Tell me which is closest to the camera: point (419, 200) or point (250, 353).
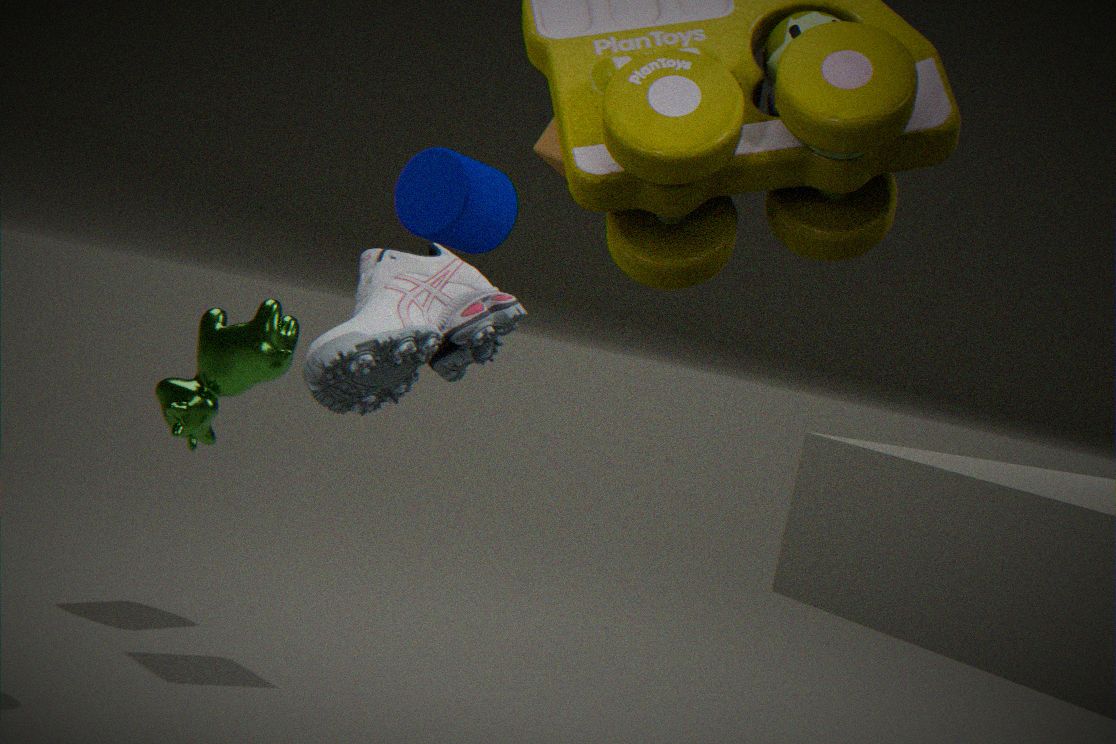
point (250, 353)
